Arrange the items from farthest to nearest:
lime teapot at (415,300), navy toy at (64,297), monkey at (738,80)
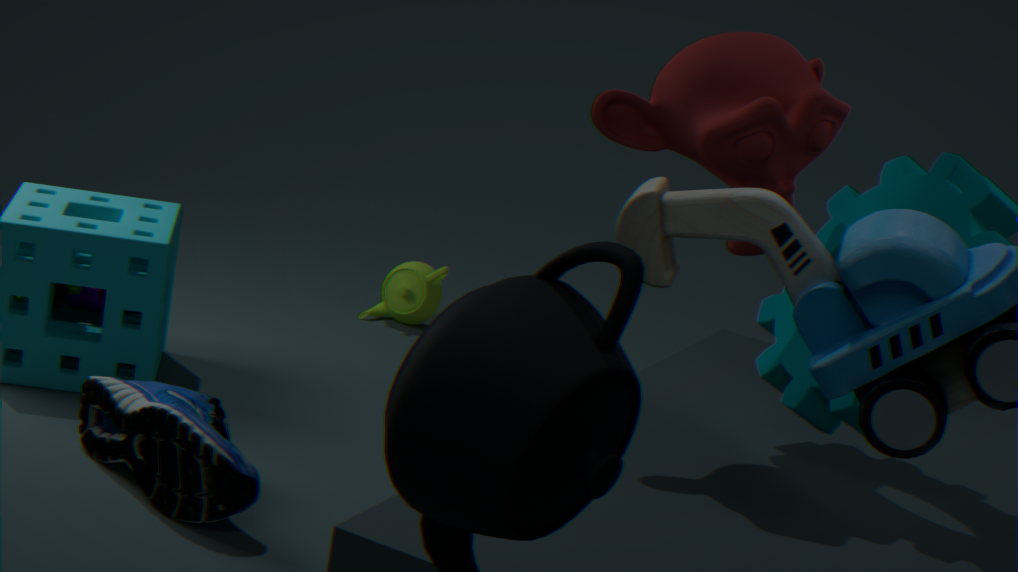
lime teapot at (415,300)
navy toy at (64,297)
monkey at (738,80)
